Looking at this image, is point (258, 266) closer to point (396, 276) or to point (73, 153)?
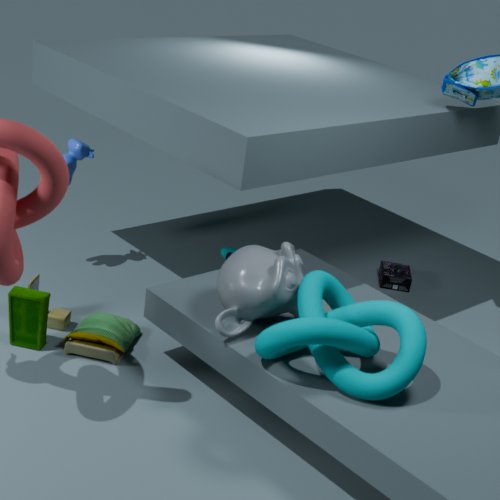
point (73, 153)
